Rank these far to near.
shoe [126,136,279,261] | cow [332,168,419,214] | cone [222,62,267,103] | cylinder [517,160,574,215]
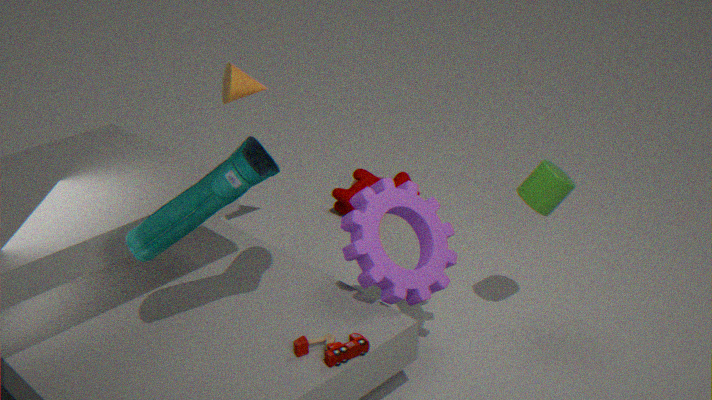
cow [332,168,419,214] → cone [222,62,267,103] → cylinder [517,160,574,215] → shoe [126,136,279,261]
